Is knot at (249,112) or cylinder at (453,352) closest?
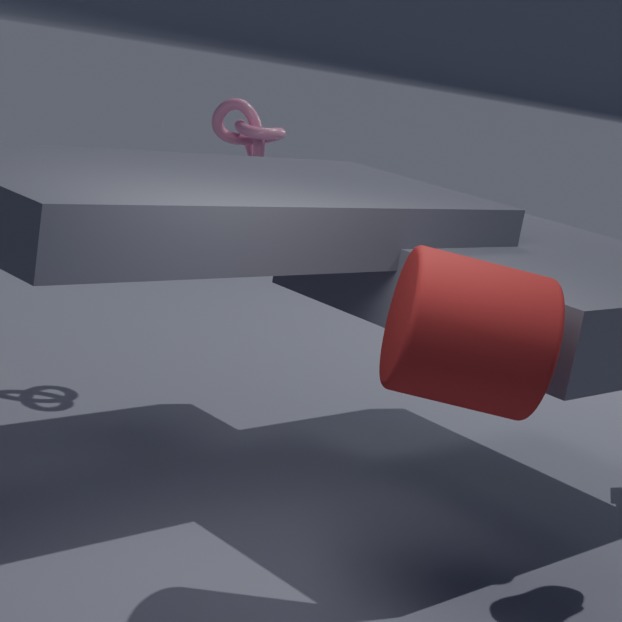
cylinder at (453,352)
